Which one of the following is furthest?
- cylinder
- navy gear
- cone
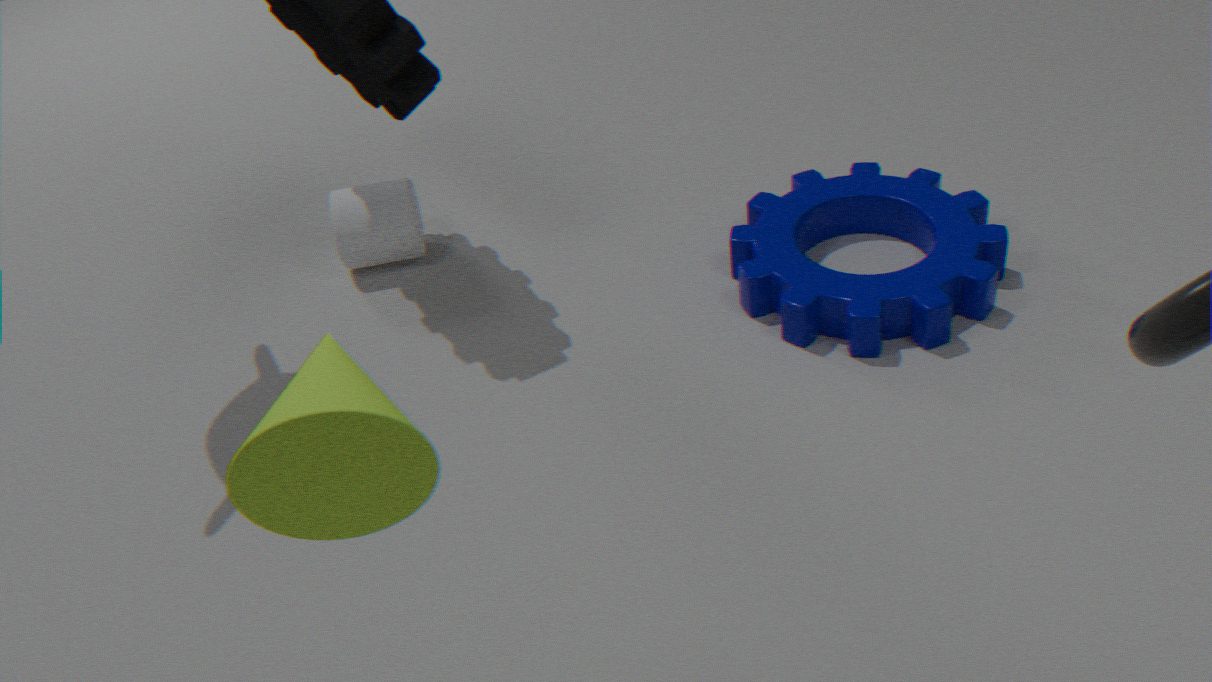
cylinder
